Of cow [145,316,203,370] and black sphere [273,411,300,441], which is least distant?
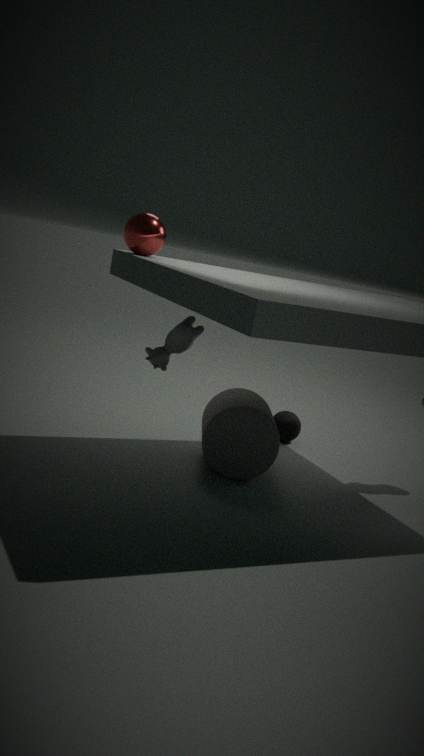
cow [145,316,203,370]
